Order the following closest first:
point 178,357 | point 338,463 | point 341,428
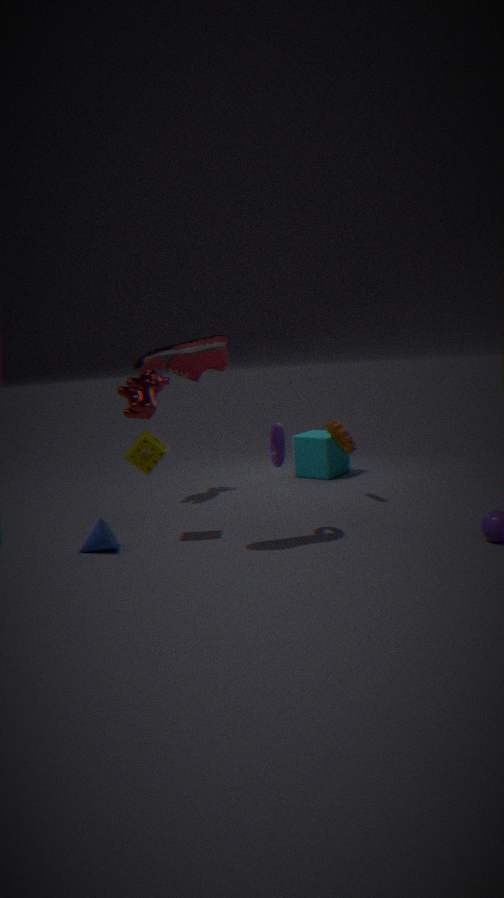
point 178,357
point 341,428
point 338,463
